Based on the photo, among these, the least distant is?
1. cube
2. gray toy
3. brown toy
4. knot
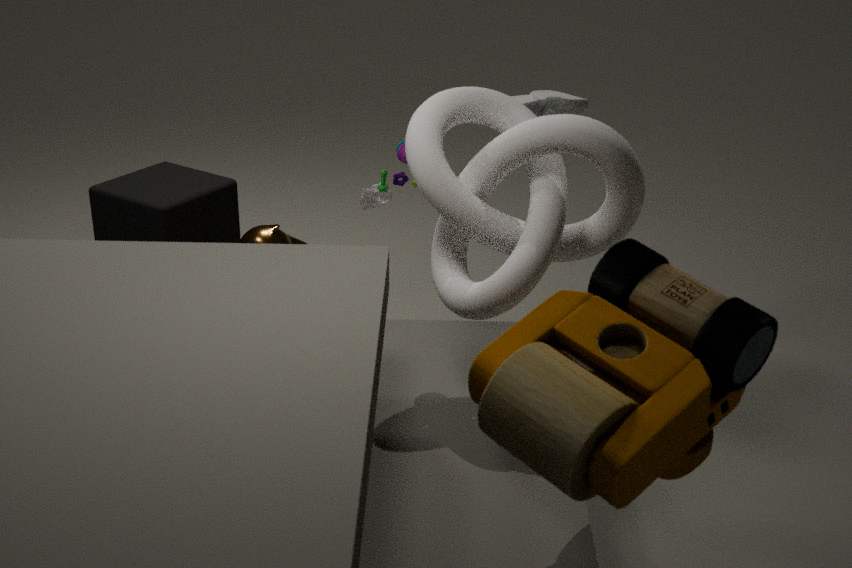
brown toy
